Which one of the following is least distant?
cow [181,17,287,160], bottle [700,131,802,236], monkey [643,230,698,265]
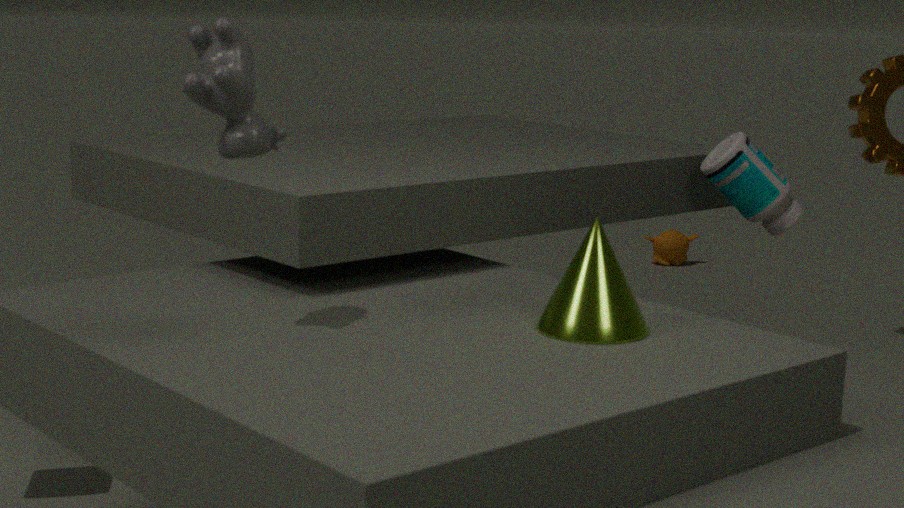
cow [181,17,287,160]
